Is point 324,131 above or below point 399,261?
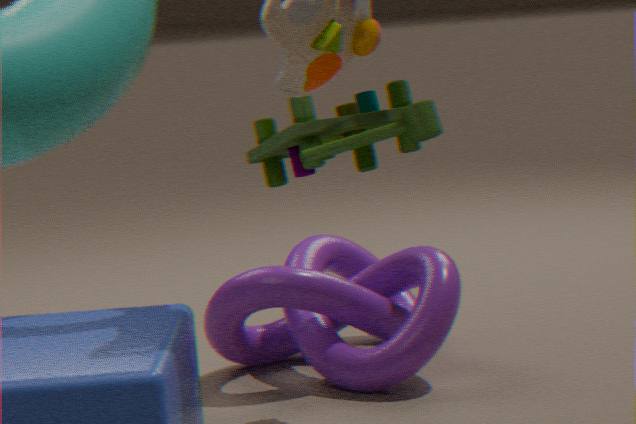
above
